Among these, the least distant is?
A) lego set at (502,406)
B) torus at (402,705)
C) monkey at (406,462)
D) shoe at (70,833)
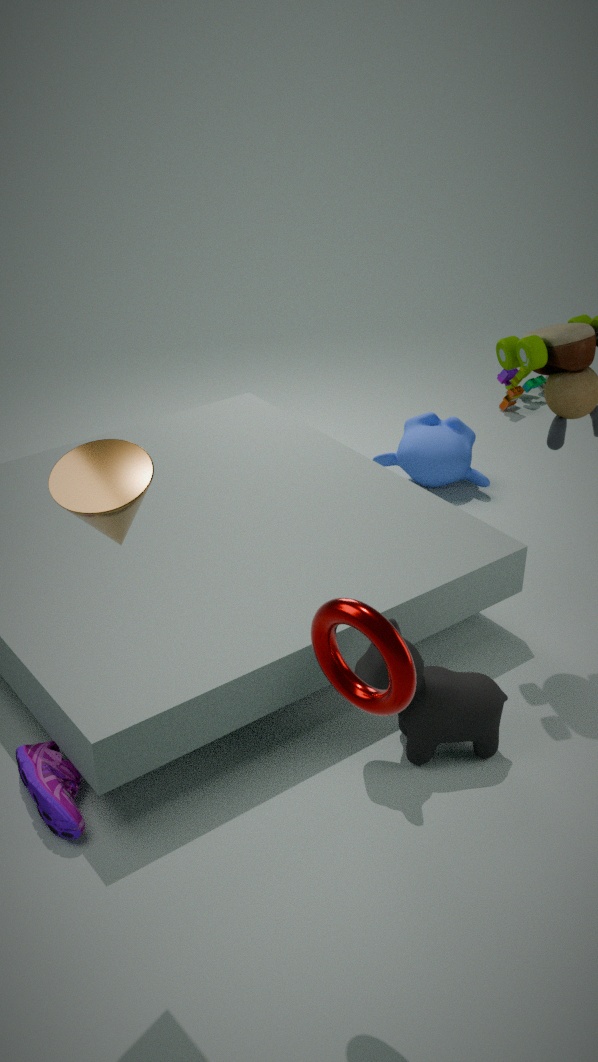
torus at (402,705)
